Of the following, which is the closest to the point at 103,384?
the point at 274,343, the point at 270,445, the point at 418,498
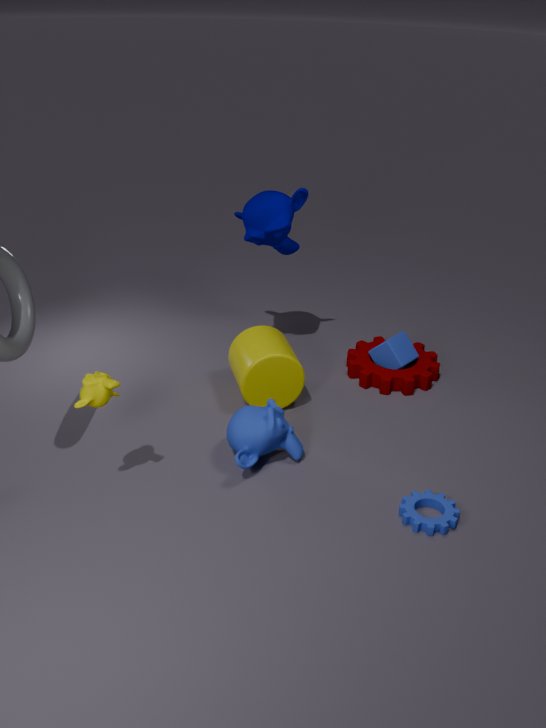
the point at 270,445
